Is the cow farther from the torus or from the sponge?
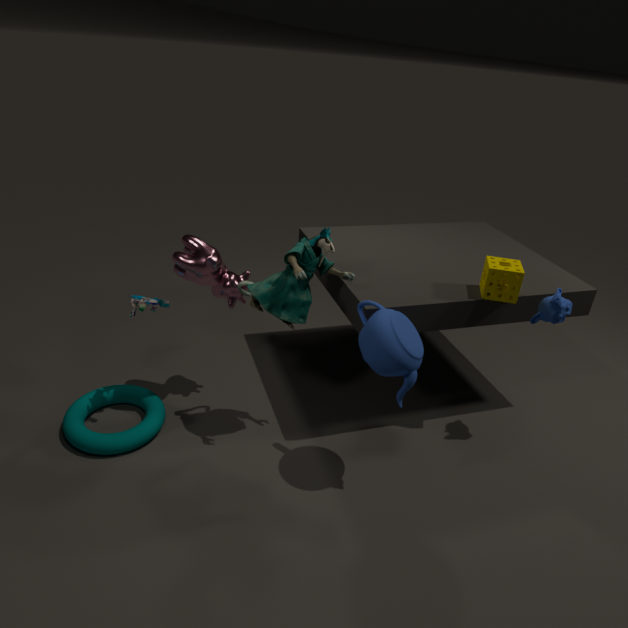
the sponge
